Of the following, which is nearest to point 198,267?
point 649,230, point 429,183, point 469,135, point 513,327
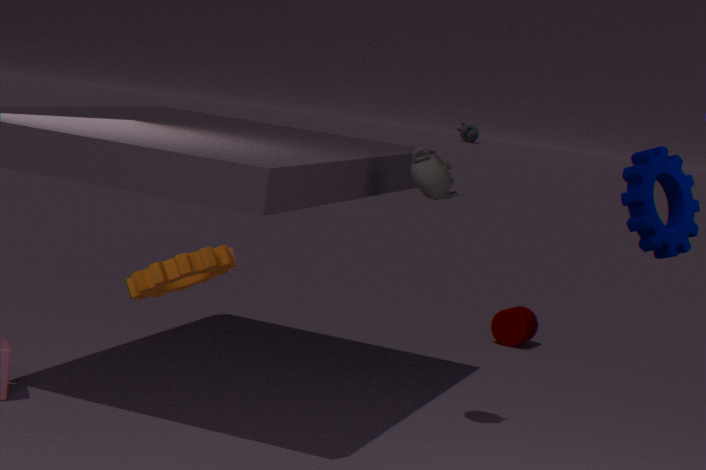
point 649,230
